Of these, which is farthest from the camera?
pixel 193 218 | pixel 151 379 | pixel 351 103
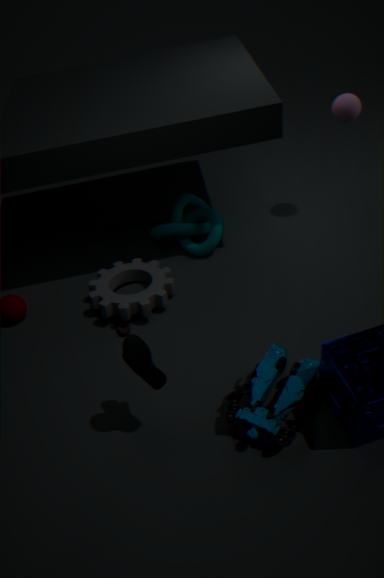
pixel 193 218
